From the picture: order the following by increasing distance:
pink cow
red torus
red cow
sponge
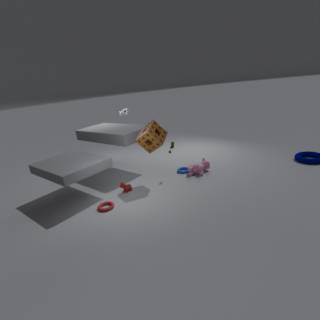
1. red torus
2. sponge
3. red cow
4. pink cow
